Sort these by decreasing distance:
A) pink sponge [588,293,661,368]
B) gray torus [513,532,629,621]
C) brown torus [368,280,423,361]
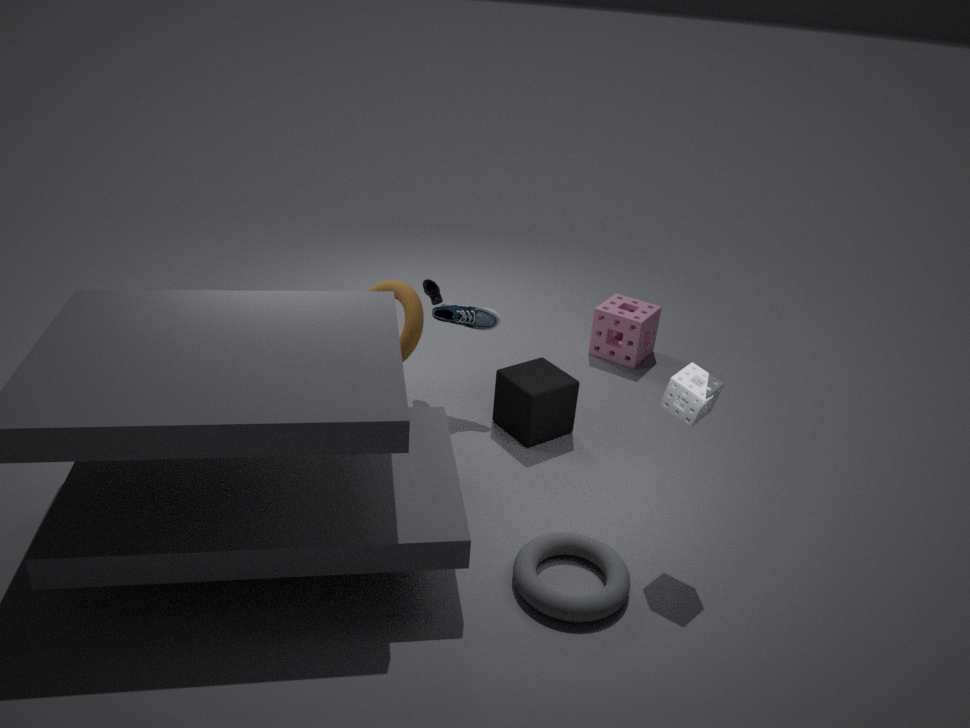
pink sponge [588,293,661,368] < brown torus [368,280,423,361] < gray torus [513,532,629,621]
